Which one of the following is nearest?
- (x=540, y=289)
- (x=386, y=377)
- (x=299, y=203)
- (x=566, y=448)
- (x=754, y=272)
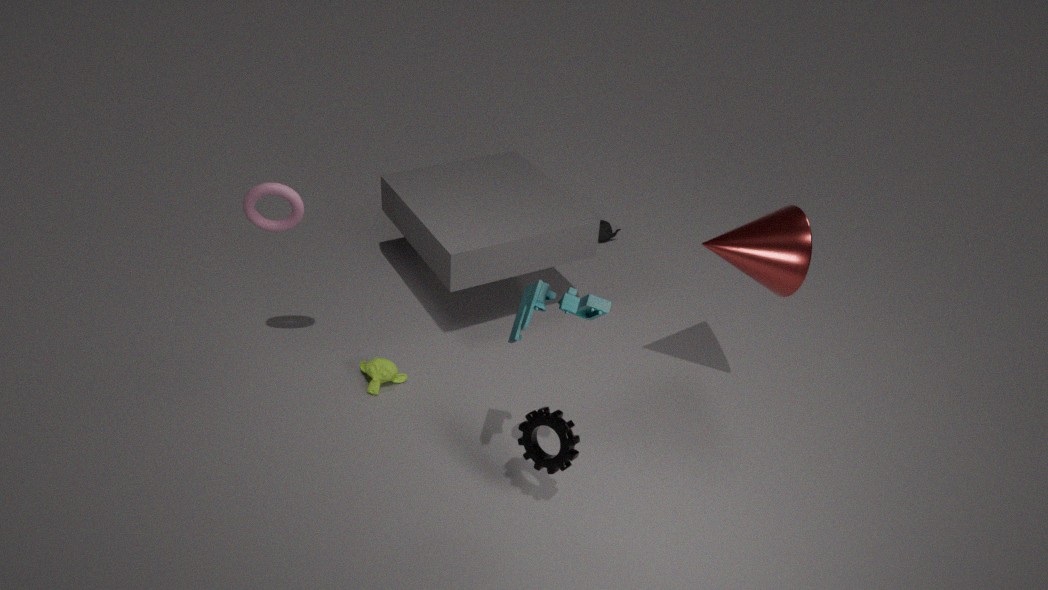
(x=540, y=289)
